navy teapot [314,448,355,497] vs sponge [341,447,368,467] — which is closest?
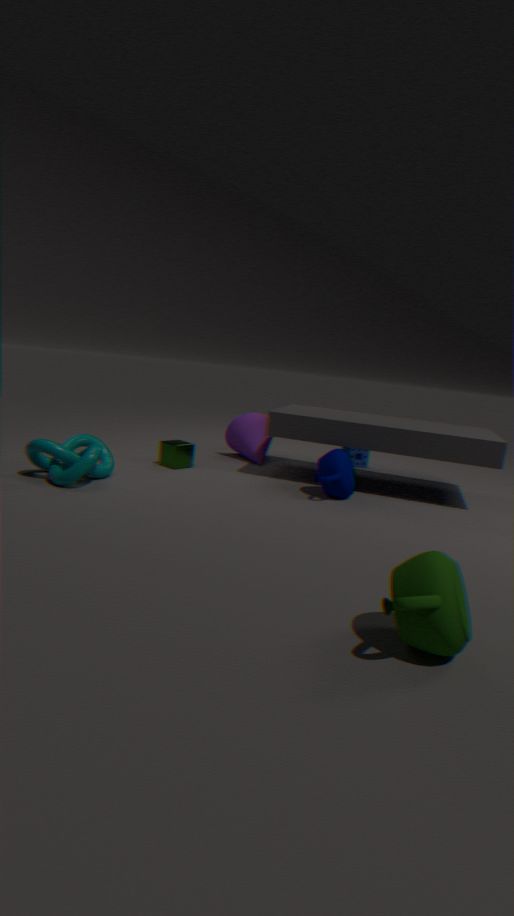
navy teapot [314,448,355,497]
